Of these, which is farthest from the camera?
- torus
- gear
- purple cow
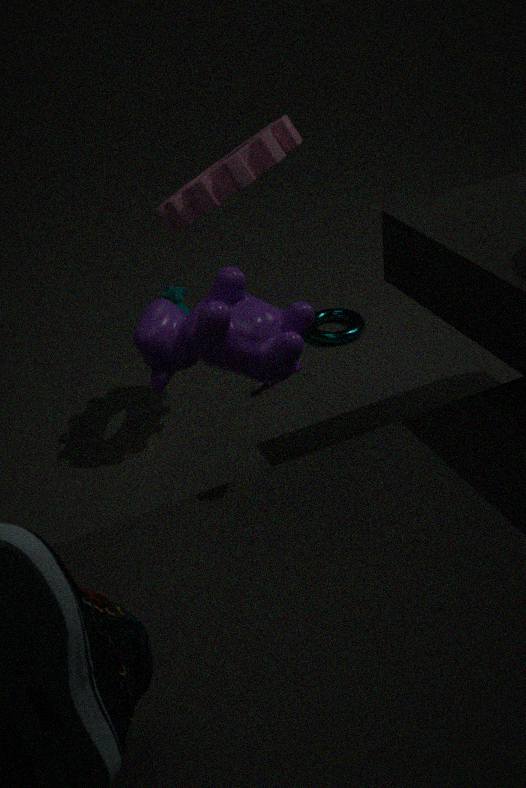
torus
